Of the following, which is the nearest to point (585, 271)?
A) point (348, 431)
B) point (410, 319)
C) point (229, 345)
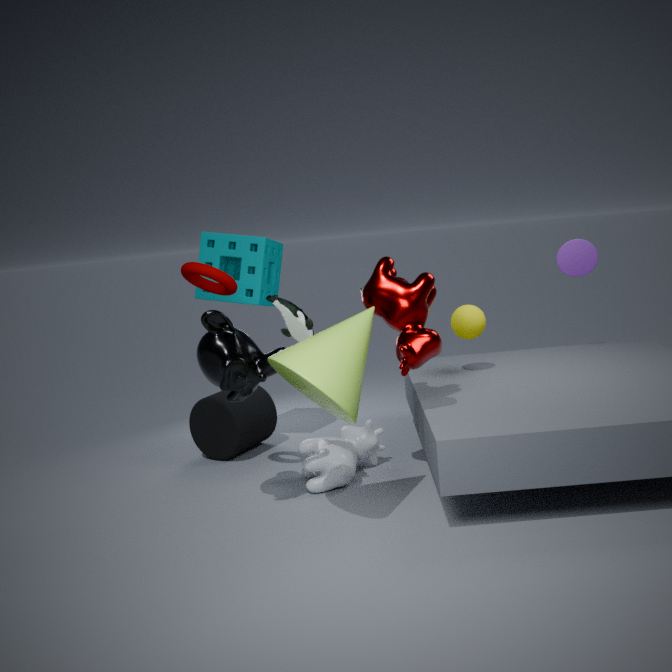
point (410, 319)
